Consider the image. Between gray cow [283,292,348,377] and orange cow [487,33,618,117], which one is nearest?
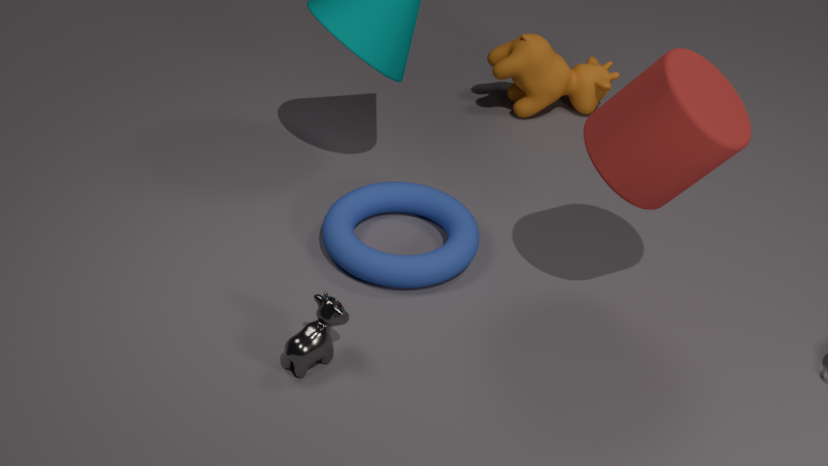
gray cow [283,292,348,377]
